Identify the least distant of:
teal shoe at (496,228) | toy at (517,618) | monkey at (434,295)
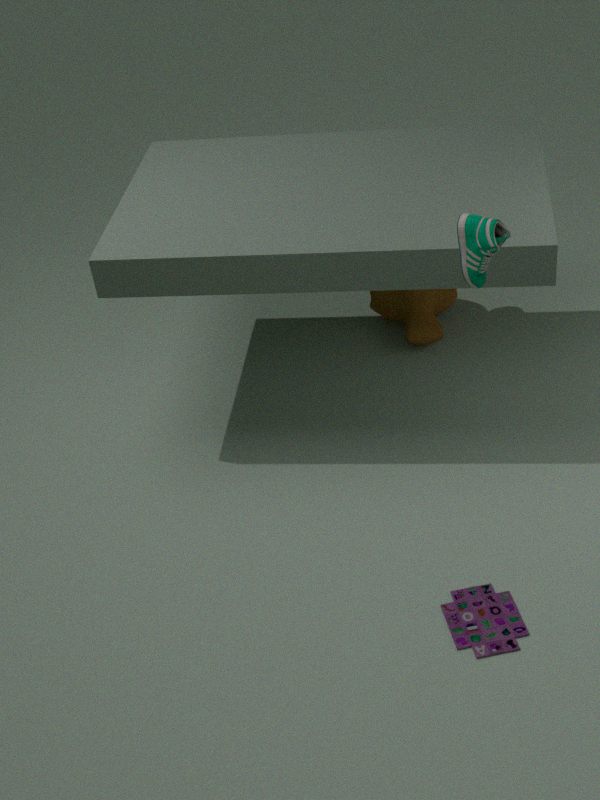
teal shoe at (496,228)
